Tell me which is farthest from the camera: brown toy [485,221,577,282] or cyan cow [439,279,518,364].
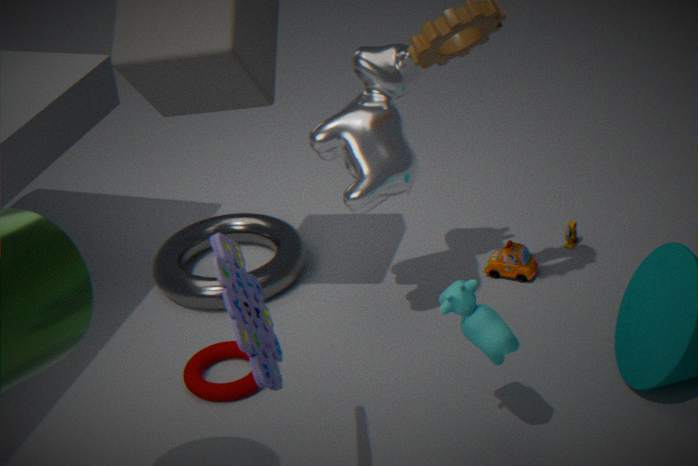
brown toy [485,221,577,282]
